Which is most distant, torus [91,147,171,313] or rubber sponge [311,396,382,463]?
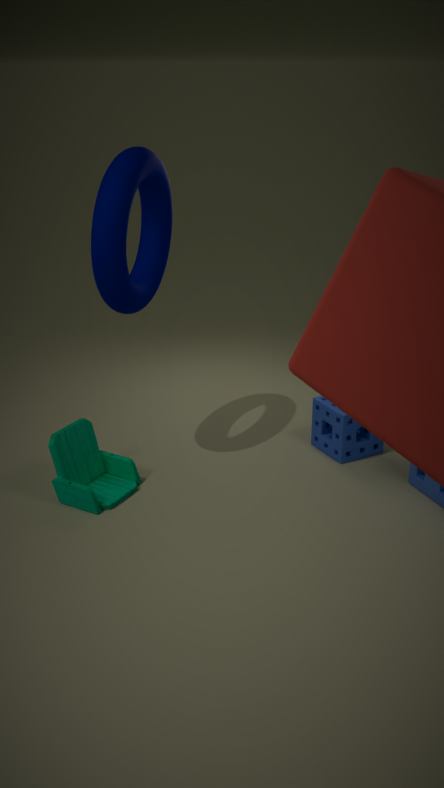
rubber sponge [311,396,382,463]
